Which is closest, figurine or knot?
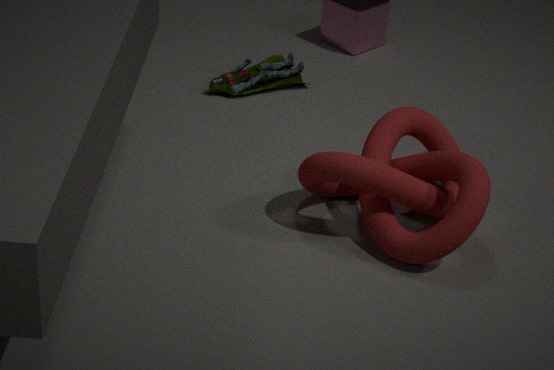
knot
